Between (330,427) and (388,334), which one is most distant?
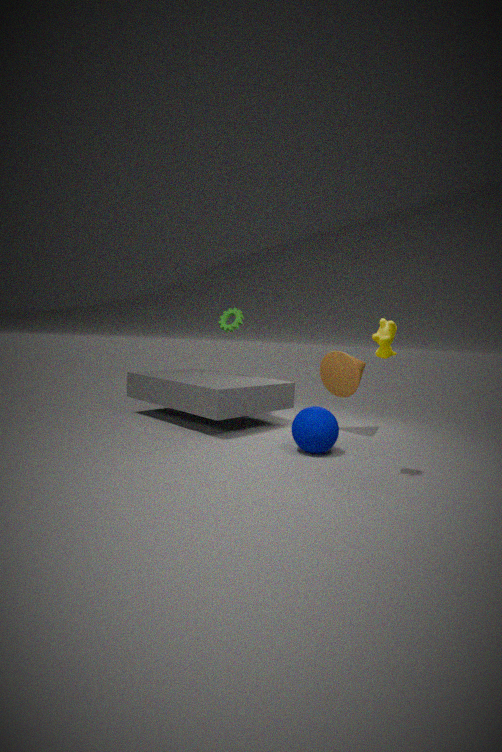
(330,427)
